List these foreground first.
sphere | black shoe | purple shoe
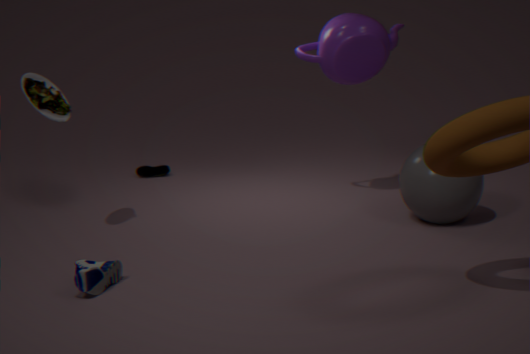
black shoe → sphere → purple shoe
